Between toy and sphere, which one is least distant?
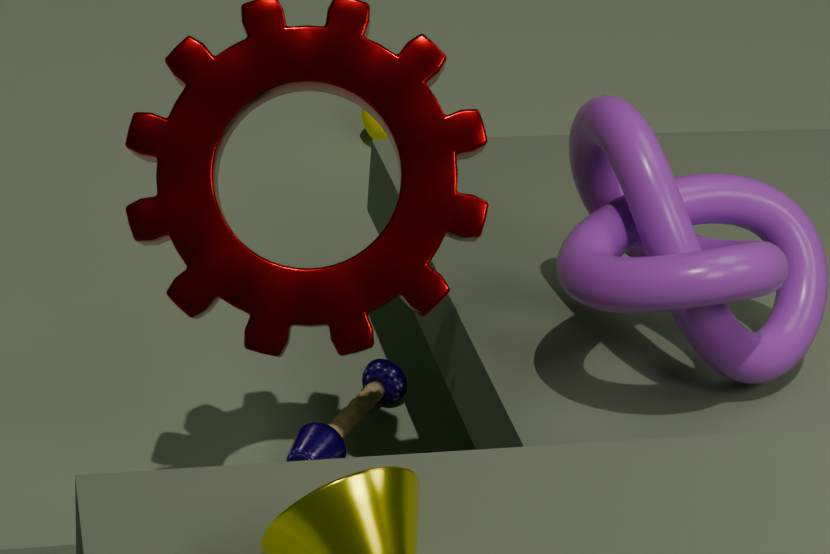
toy
